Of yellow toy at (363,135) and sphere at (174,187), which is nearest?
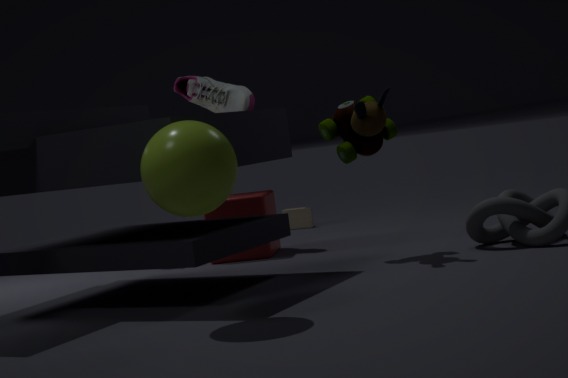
sphere at (174,187)
